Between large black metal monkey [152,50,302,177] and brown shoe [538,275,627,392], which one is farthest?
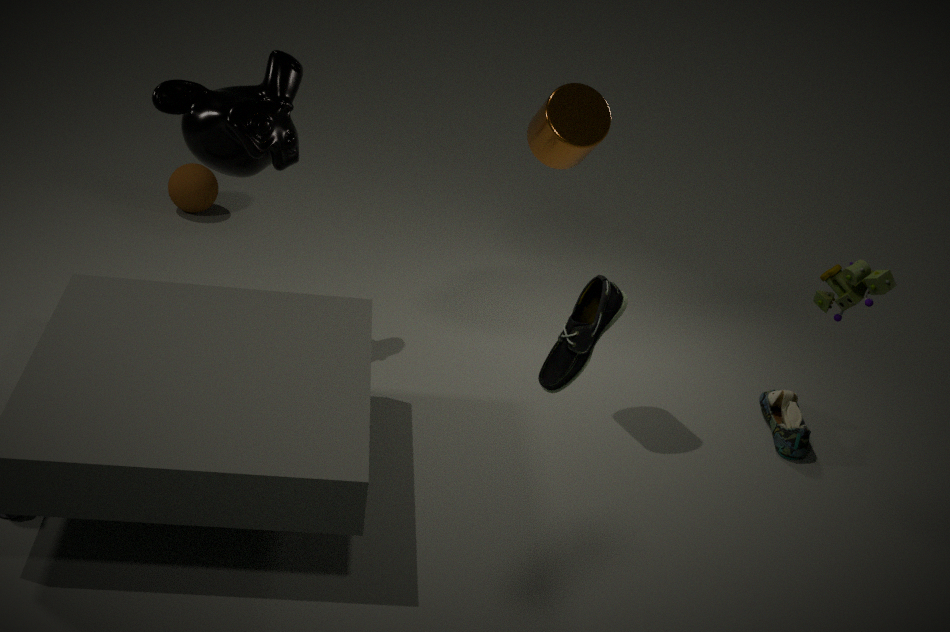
large black metal monkey [152,50,302,177]
